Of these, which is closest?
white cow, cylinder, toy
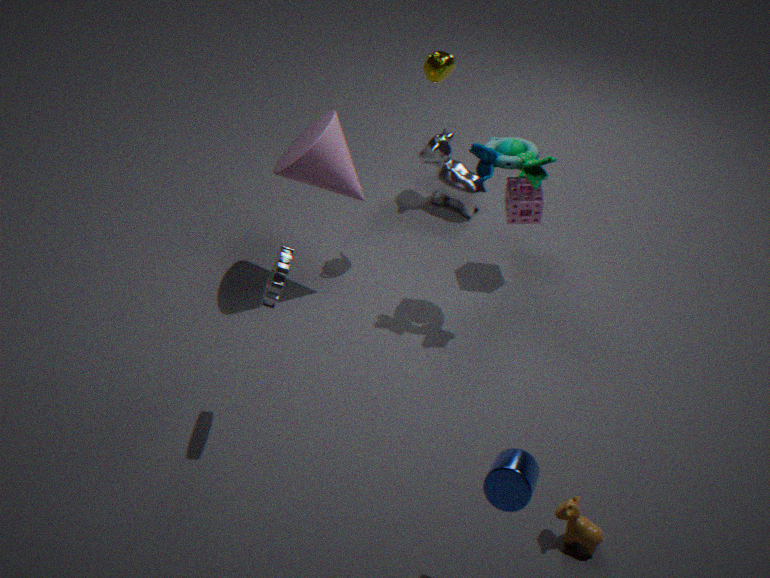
cylinder
